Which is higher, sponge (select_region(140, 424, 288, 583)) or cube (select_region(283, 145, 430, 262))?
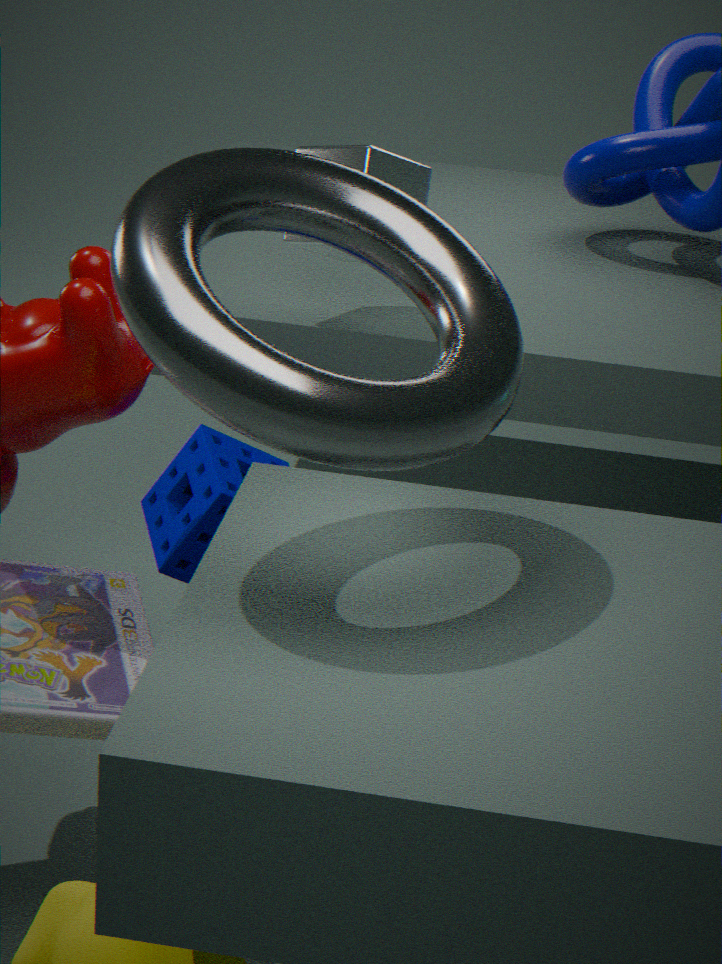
cube (select_region(283, 145, 430, 262))
